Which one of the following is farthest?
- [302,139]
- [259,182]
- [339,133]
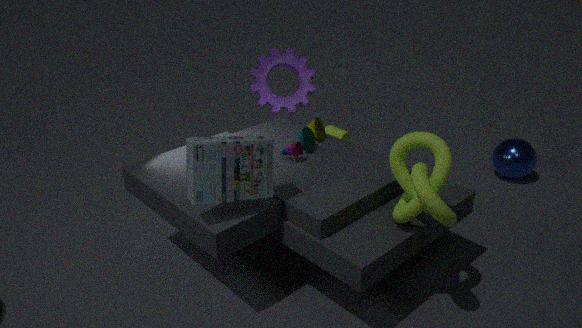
[339,133]
